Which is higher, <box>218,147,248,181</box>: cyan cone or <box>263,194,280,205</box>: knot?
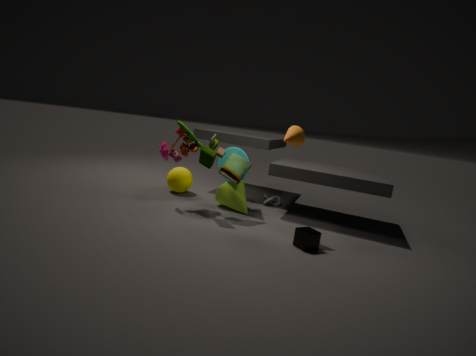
<box>218,147,248,181</box>: cyan cone
